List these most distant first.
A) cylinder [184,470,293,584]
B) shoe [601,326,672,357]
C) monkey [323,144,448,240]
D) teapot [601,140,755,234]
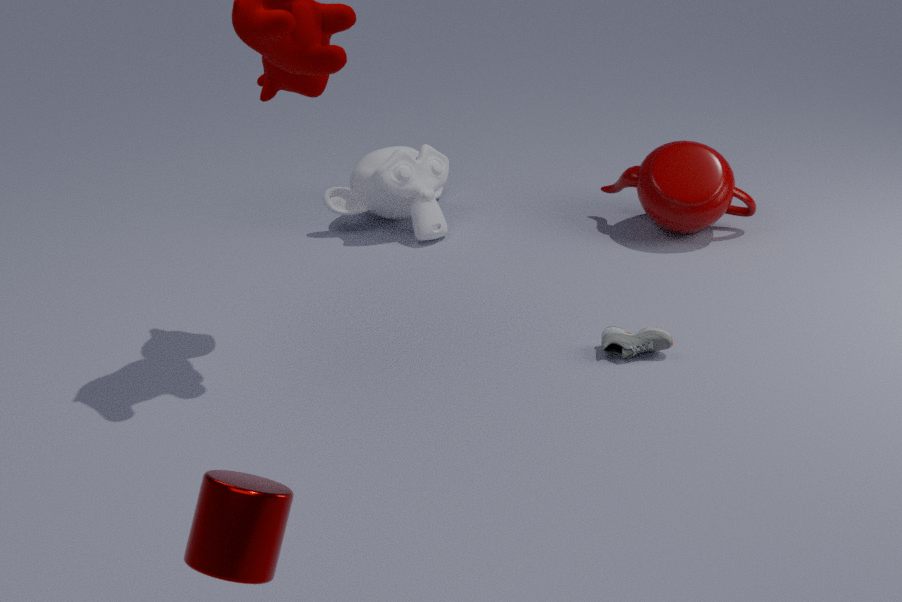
monkey [323,144,448,240]
teapot [601,140,755,234]
shoe [601,326,672,357]
cylinder [184,470,293,584]
